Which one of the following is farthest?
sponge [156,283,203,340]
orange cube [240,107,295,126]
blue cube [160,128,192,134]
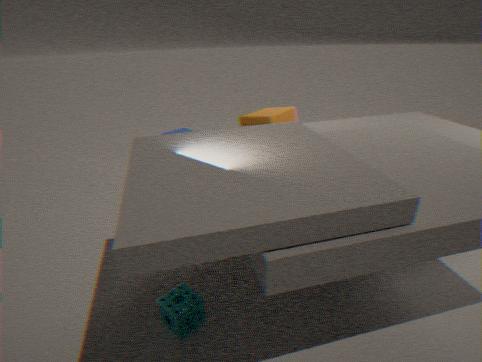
blue cube [160,128,192,134]
